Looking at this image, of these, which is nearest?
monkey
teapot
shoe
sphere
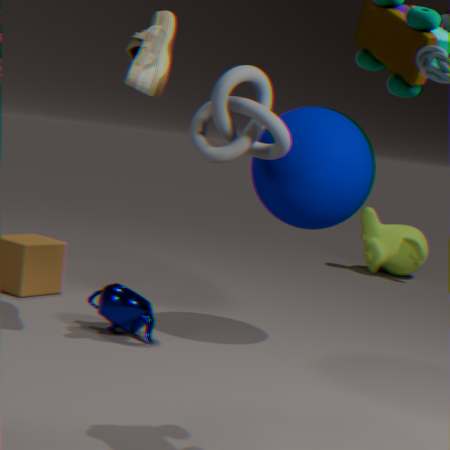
shoe
